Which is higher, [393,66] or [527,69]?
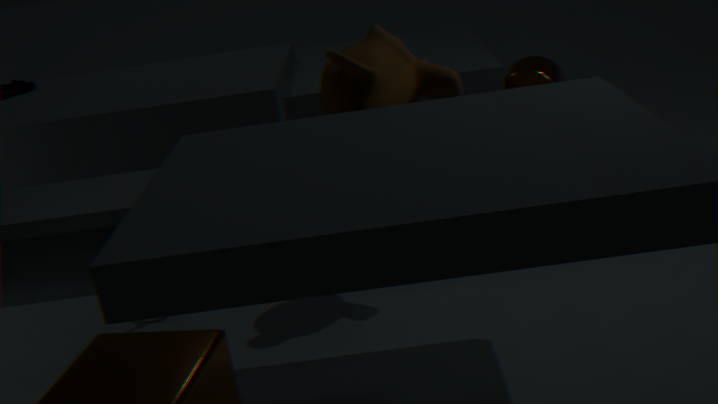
[393,66]
